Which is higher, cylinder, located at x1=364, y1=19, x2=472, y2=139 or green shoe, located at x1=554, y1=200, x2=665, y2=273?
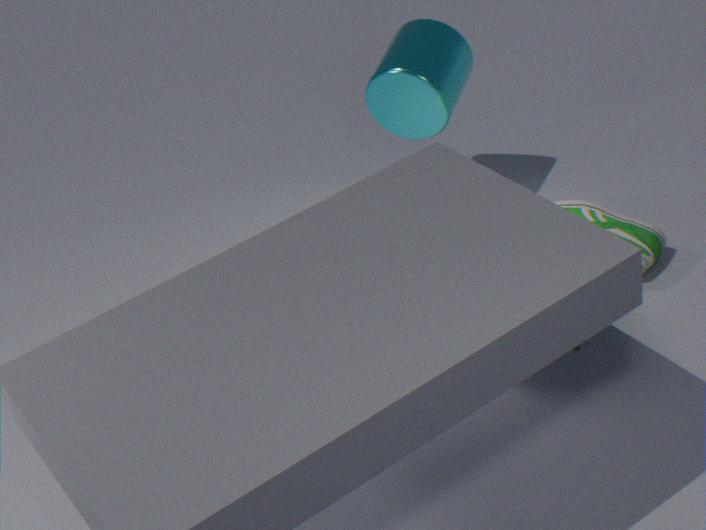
cylinder, located at x1=364, y1=19, x2=472, y2=139
